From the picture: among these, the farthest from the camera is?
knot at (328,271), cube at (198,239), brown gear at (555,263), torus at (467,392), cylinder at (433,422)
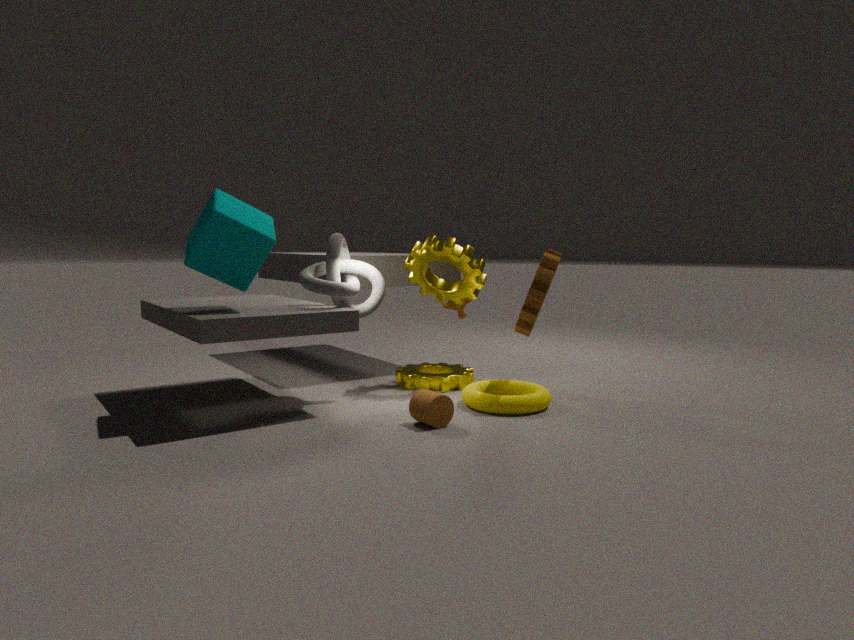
brown gear at (555,263)
